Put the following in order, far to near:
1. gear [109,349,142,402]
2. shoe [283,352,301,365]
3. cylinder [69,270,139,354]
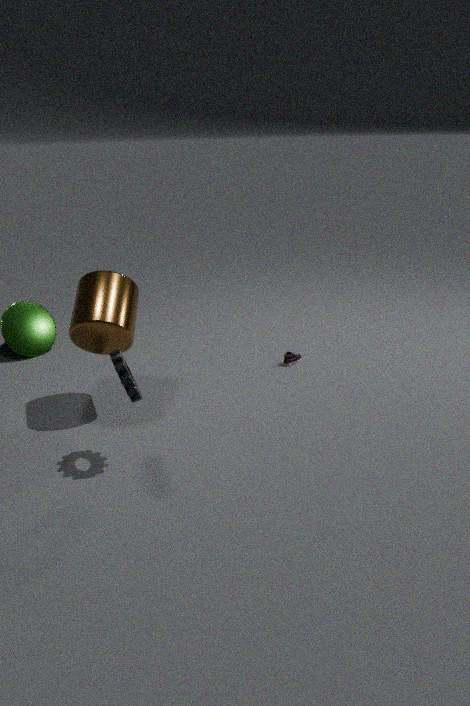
shoe [283,352,301,365] → cylinder [69,270,139,354] → gear [109,349,142,402]
